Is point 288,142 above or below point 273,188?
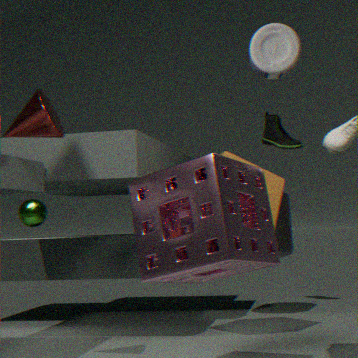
above
